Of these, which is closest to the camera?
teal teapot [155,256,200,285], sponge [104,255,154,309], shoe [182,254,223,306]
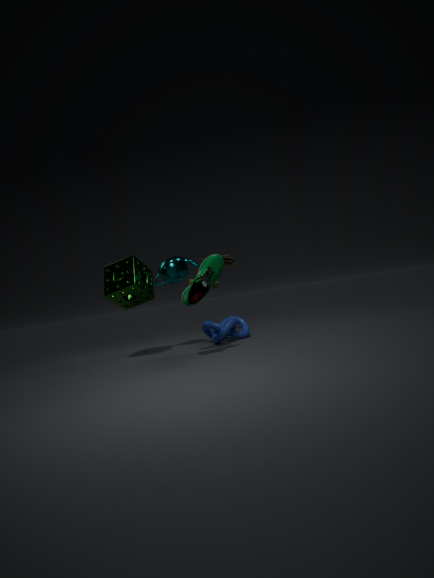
shoe [182,254,223,306]
